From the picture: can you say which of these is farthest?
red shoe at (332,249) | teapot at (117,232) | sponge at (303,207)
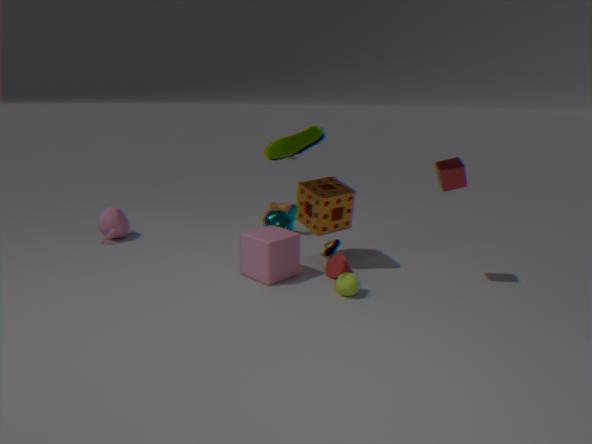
teapot at (117,232)
